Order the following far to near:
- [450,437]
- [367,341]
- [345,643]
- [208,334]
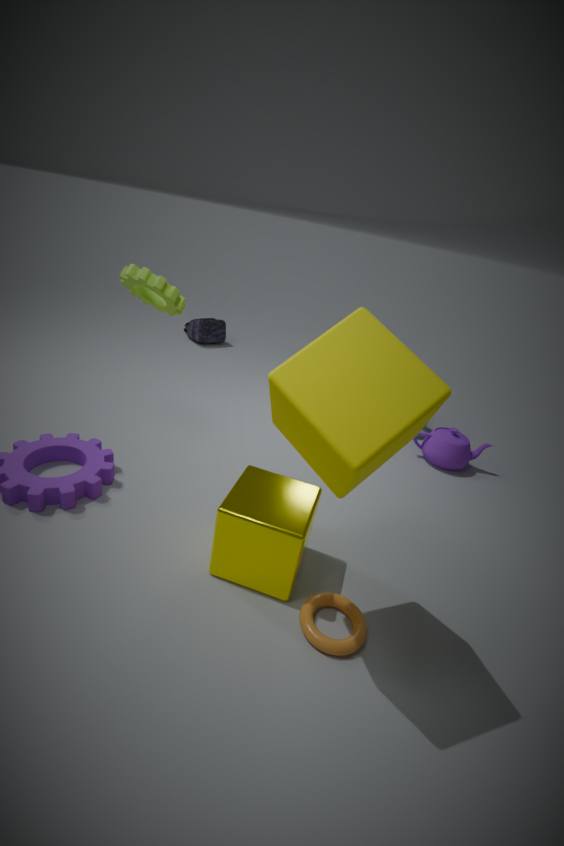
[208,334] → [450,437] → [345,643] → [367,341]
